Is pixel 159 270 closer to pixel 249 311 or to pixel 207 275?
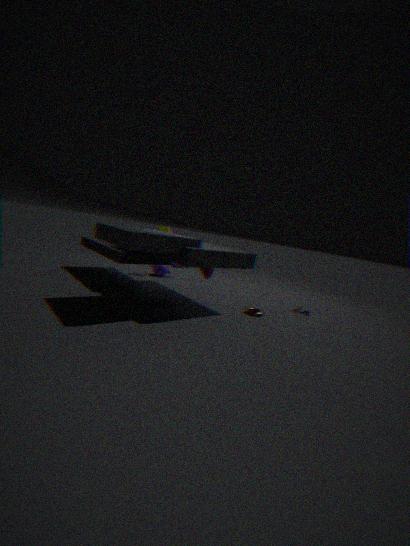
pixel 207 275
